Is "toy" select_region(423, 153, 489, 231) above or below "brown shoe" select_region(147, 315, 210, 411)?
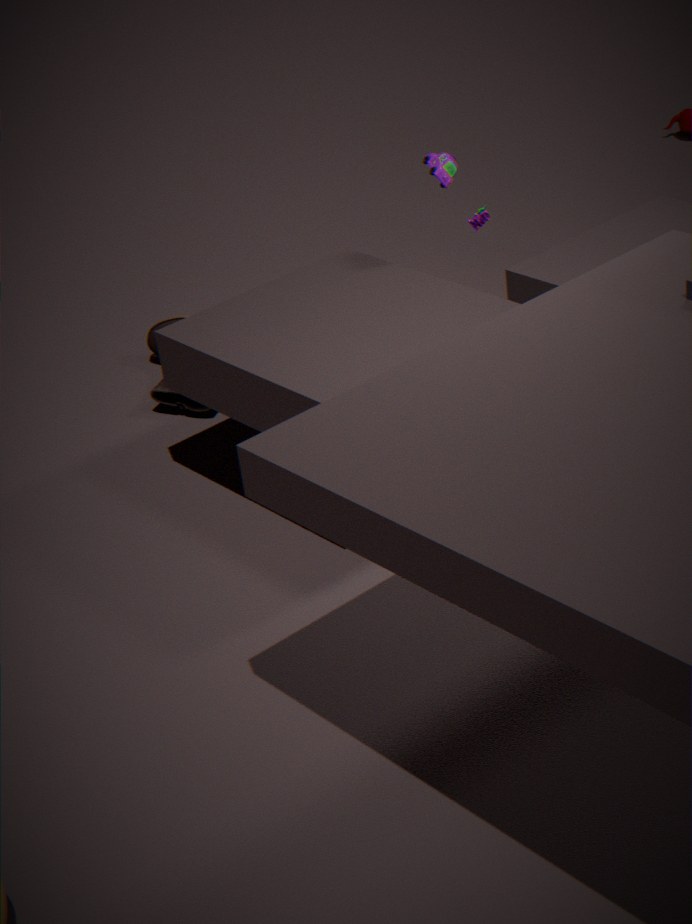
above
